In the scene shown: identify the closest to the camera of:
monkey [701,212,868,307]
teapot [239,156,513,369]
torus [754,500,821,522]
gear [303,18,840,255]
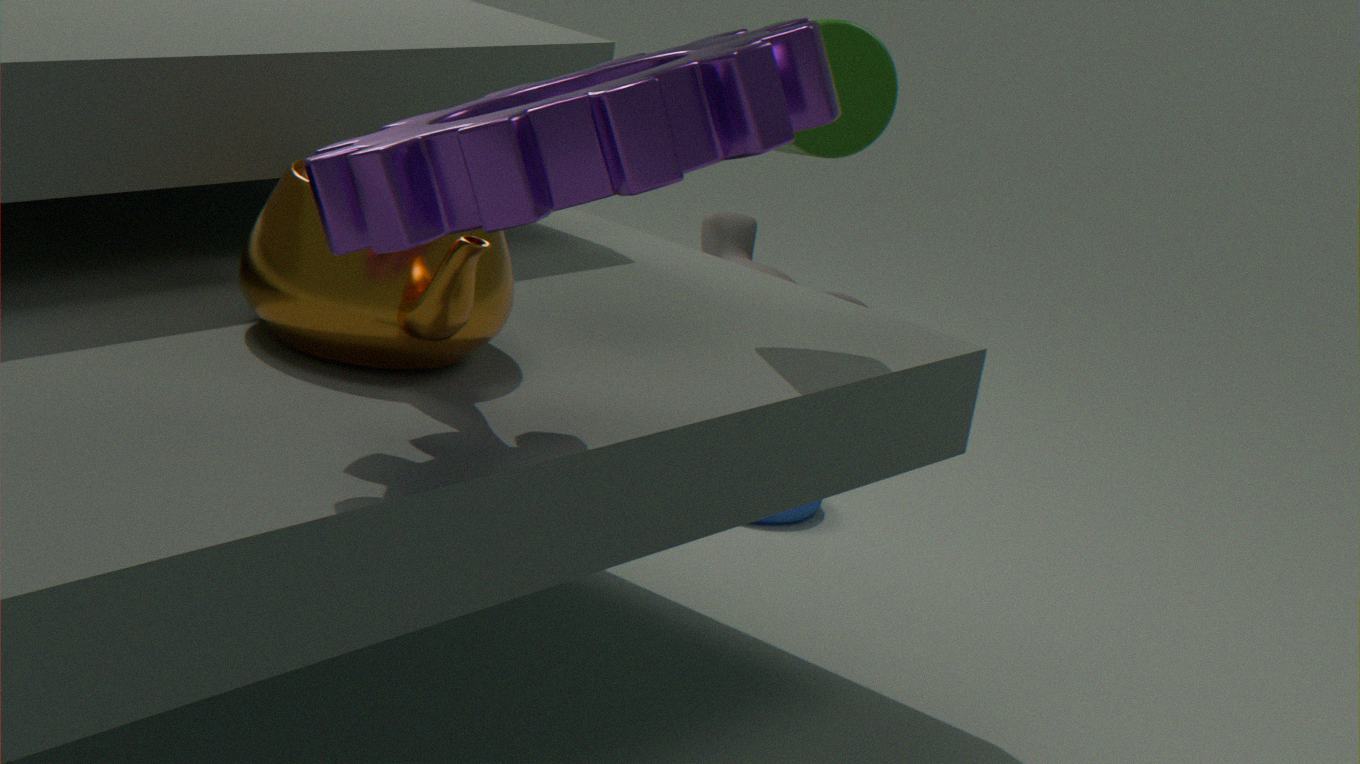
gear [303,18,840,255]
